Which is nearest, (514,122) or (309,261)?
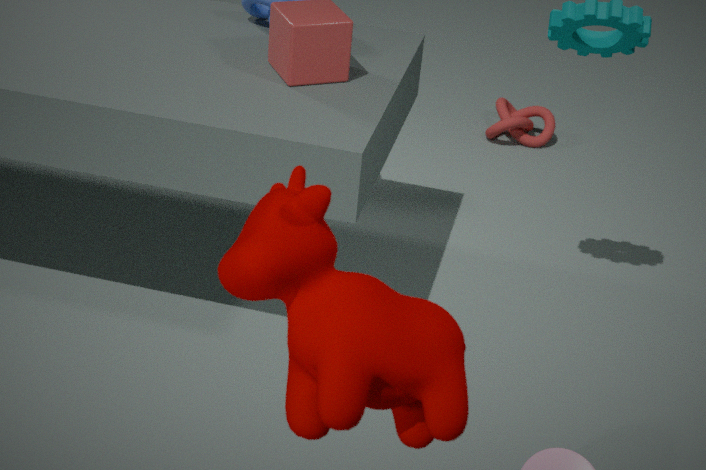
(309,261)
